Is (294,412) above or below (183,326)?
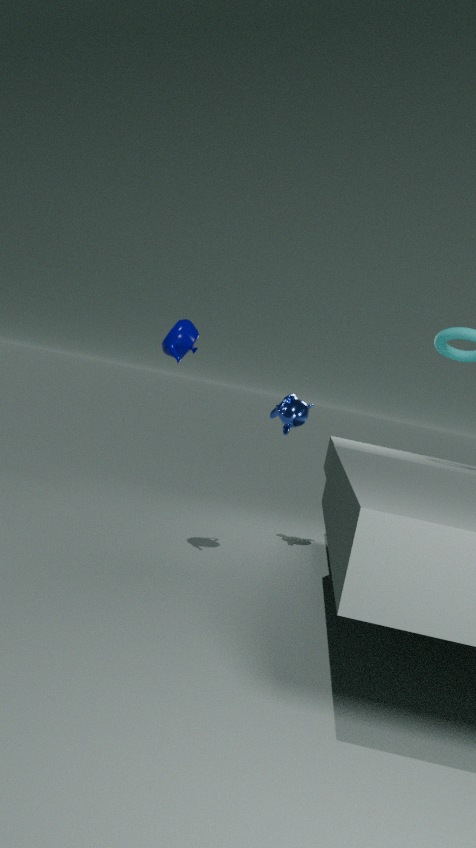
below
